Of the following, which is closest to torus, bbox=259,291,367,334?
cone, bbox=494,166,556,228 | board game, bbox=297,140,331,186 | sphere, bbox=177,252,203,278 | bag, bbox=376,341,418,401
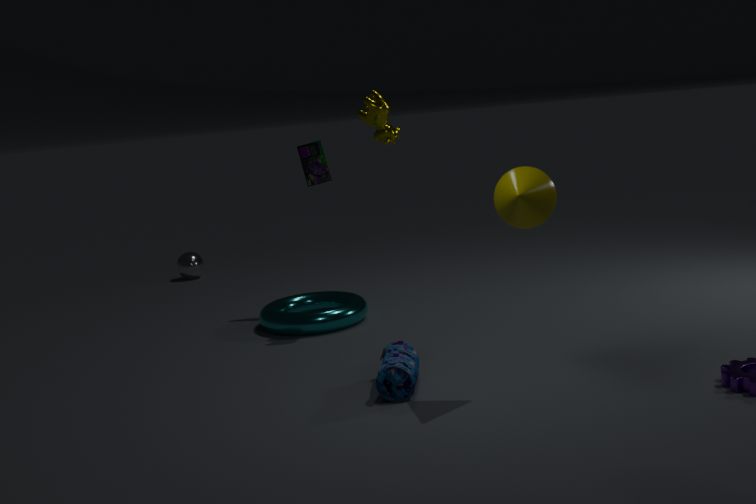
board game, bbox=297,140,331,186
